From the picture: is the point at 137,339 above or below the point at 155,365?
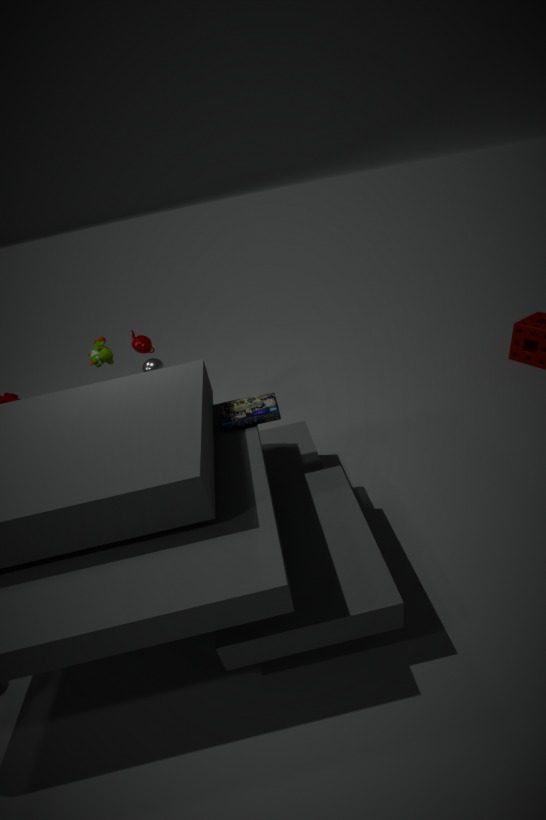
above
